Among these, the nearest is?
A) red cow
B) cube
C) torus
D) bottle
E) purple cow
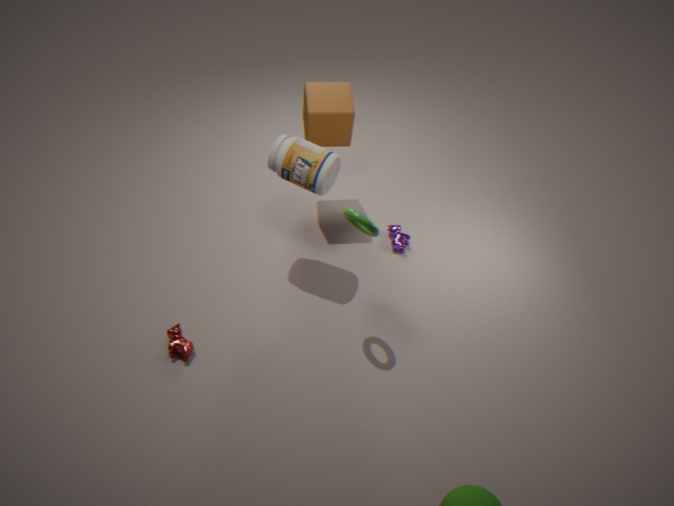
torus
